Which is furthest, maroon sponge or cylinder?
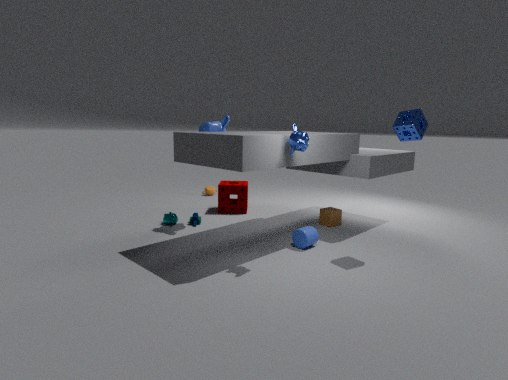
maroon sponge
